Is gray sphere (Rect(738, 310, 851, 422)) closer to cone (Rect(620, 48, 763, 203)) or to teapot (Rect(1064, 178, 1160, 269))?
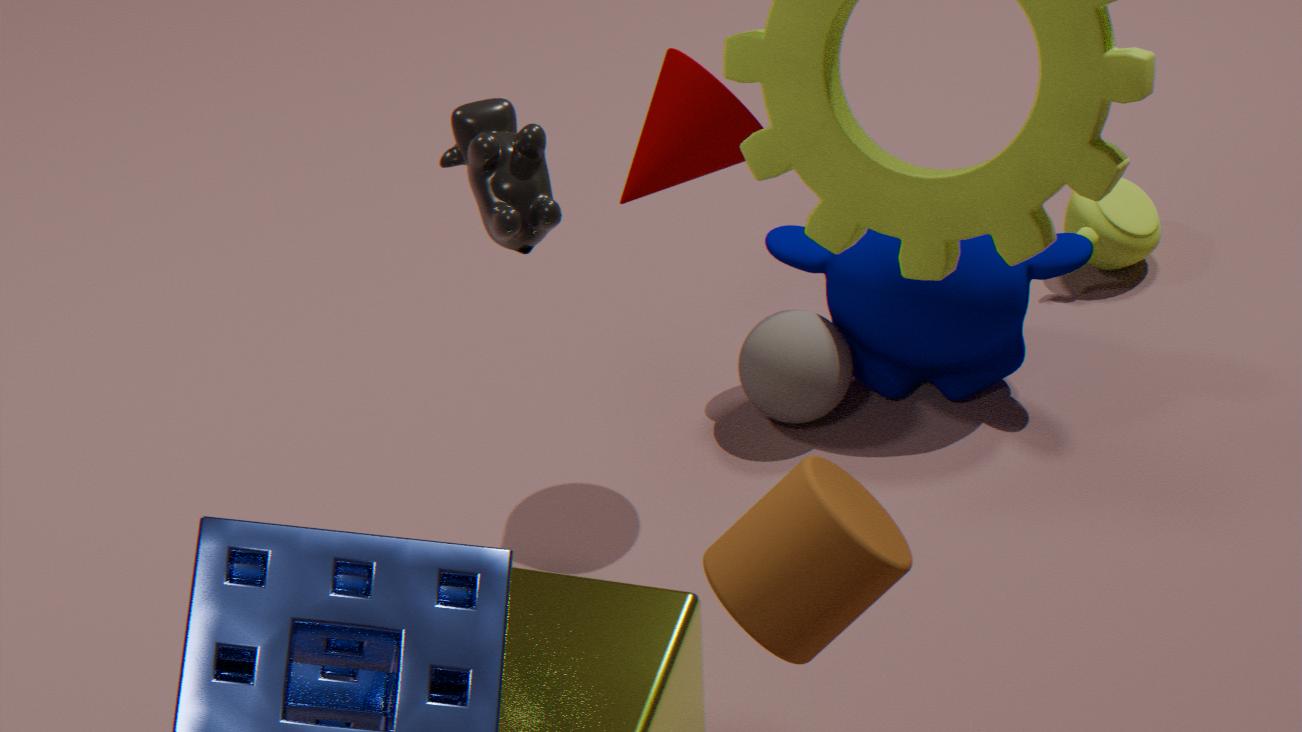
cone (Rect(620, 48, 763, 203))
